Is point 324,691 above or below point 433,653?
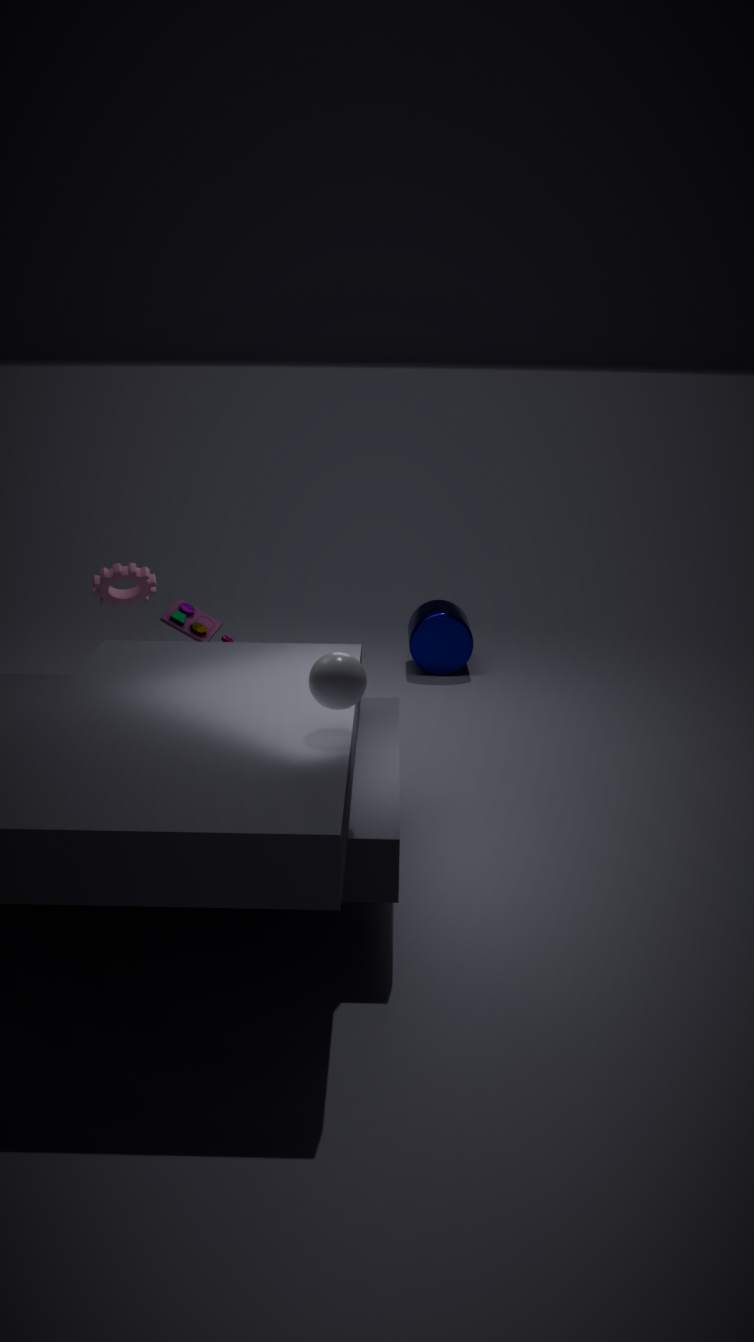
above
